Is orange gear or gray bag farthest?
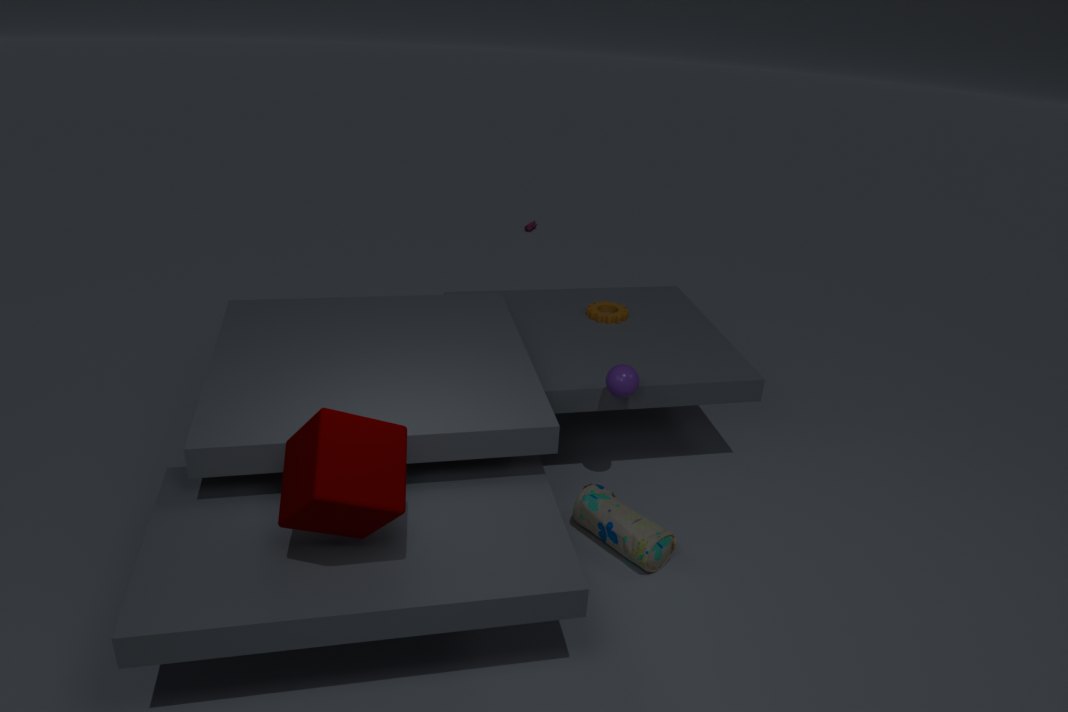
orange gear
